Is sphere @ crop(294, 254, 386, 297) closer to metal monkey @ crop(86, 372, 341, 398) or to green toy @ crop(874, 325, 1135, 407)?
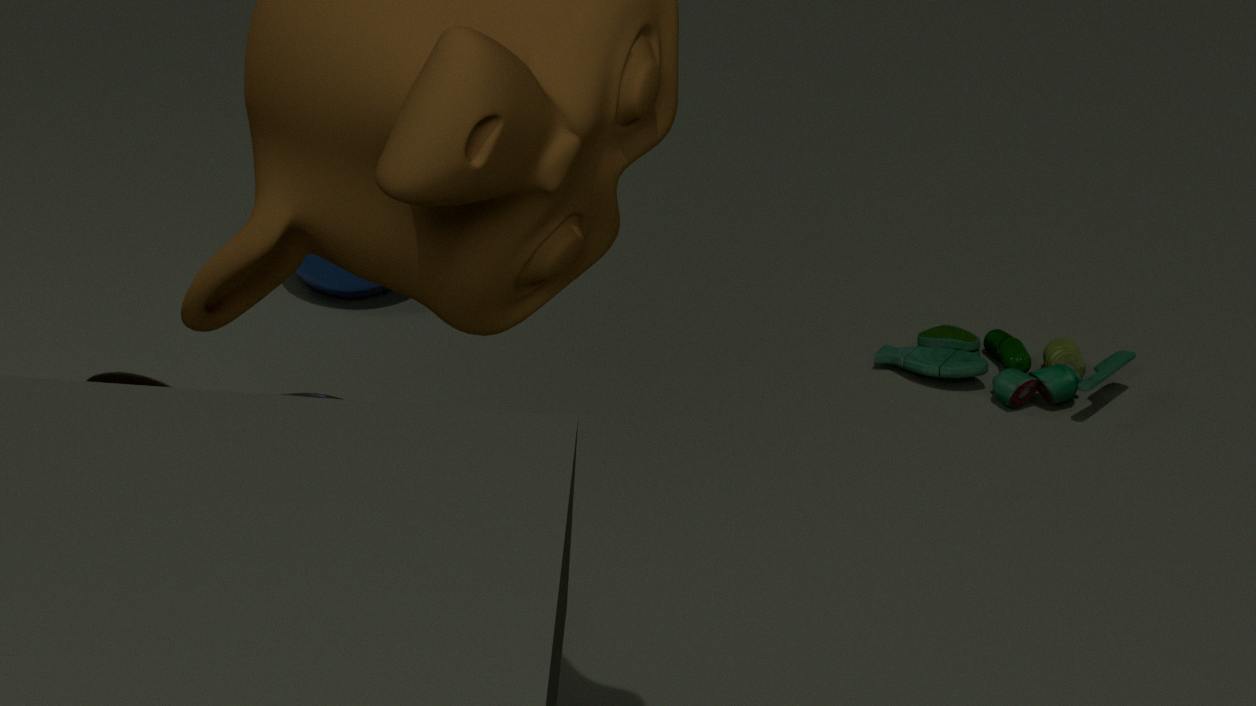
green toy @ crop(874, 325, 1135, 407)
